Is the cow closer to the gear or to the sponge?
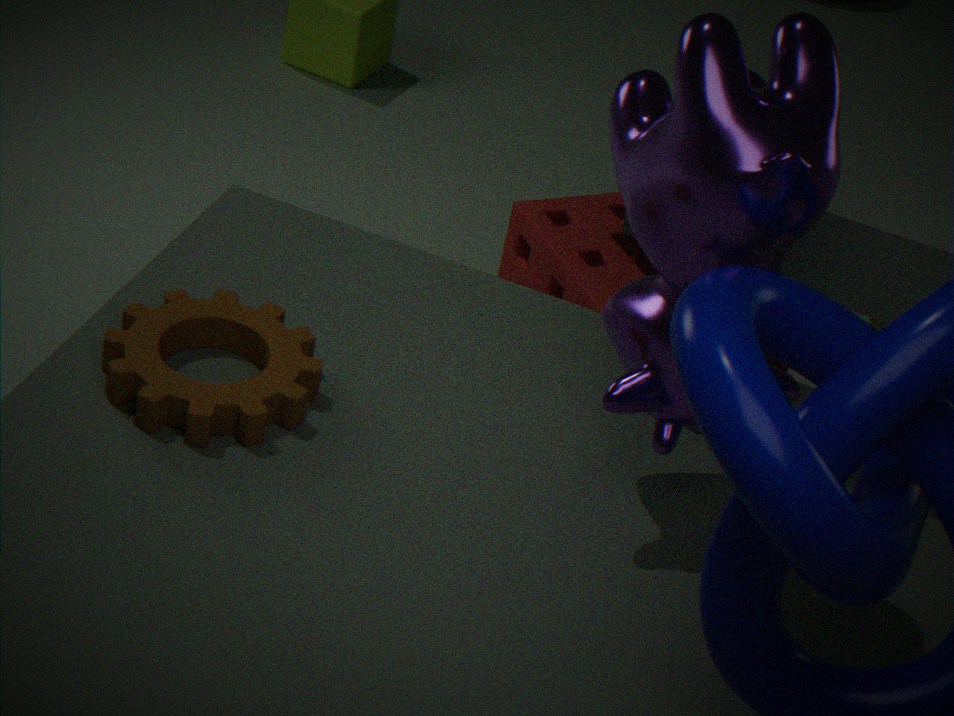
the gear
